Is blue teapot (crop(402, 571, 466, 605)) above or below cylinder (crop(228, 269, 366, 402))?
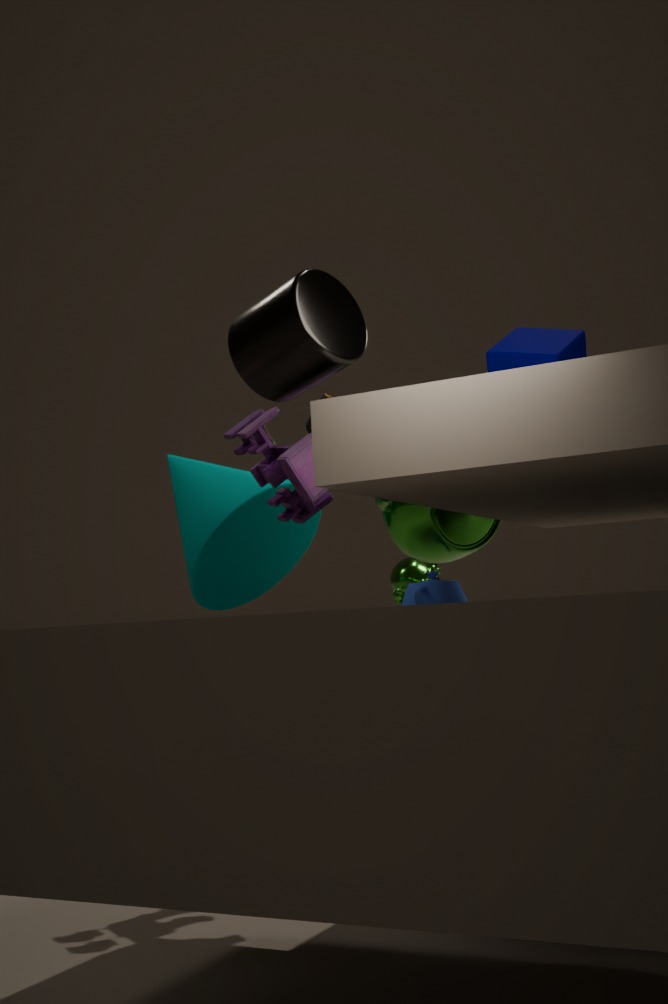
below
